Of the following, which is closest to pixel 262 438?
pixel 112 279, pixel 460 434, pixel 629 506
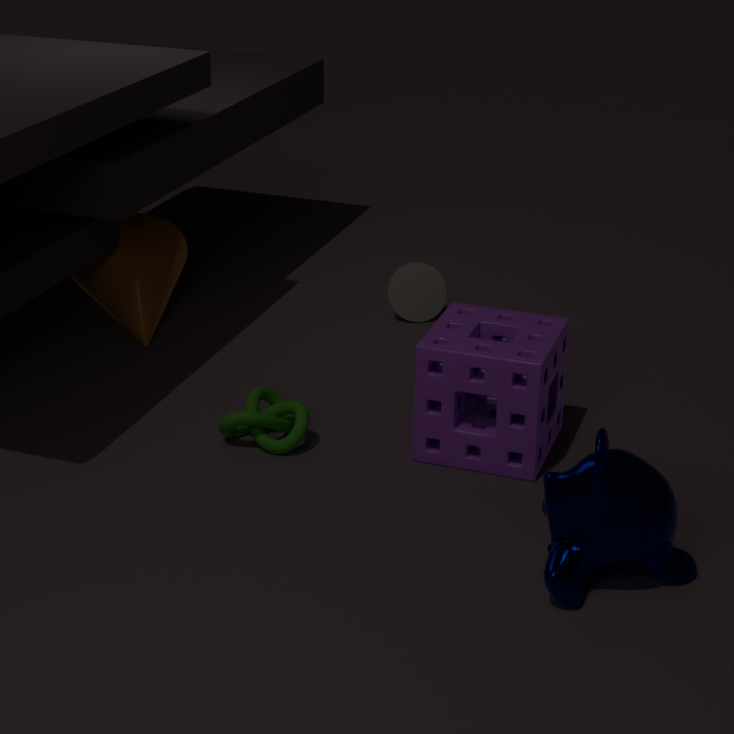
pixel 460 434
